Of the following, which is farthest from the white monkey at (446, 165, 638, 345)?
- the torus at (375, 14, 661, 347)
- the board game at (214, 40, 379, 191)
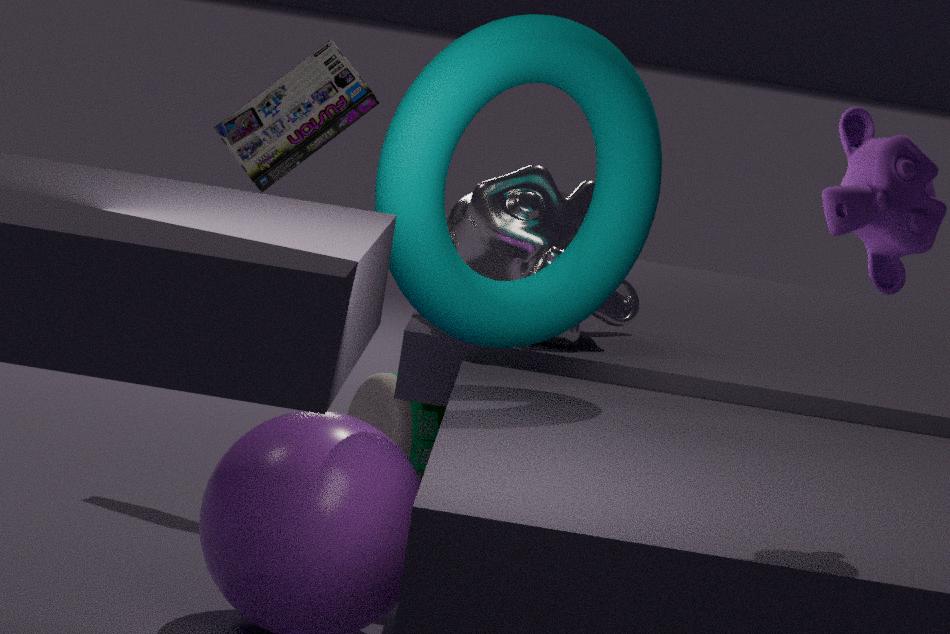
the board game at (214, 40, 379, 191)
